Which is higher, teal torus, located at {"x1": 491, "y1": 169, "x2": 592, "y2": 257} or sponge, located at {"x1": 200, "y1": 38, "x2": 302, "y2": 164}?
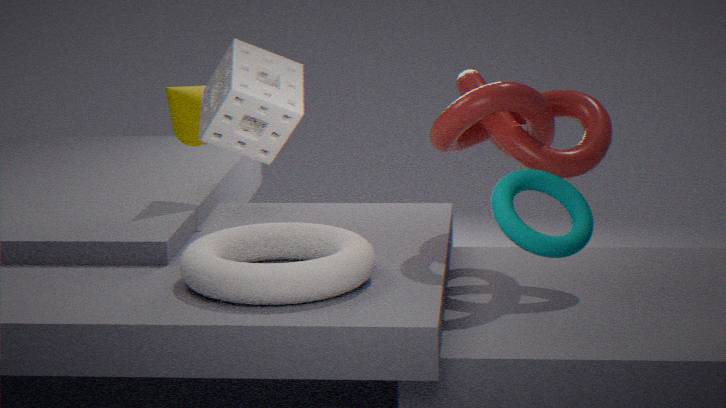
sponge, located at {"x1": 200, "y1": 38, "x2": 302, "y2": 164}
